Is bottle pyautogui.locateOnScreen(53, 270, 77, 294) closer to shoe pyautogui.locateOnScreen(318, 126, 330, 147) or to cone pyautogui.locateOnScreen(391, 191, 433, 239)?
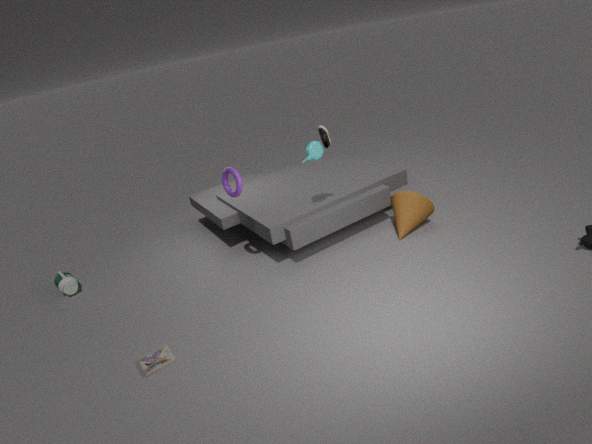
shoe pyautogui.locateOnScreen(318, 126, 330, 147)
